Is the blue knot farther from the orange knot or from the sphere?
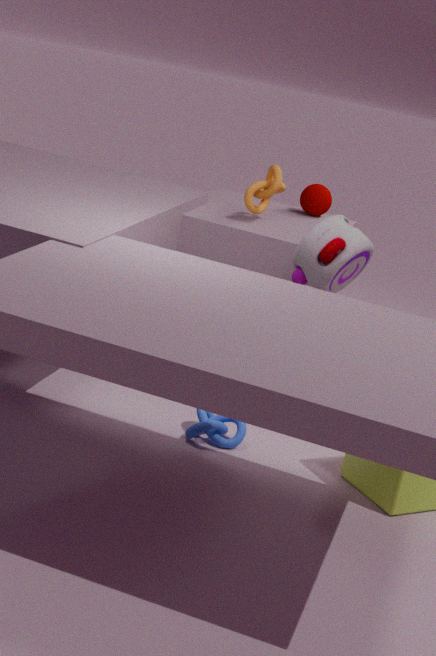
the sphere
